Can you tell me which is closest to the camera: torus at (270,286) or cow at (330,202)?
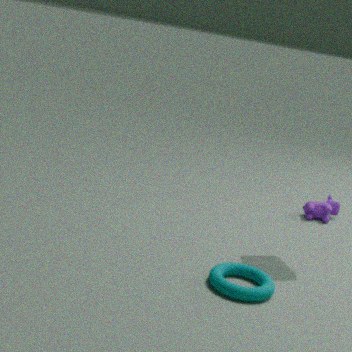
torus at (270,286)
